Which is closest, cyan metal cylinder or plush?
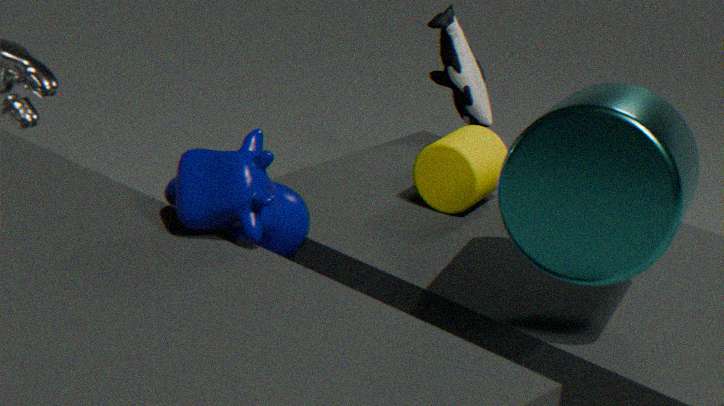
cyan metal cylinder
